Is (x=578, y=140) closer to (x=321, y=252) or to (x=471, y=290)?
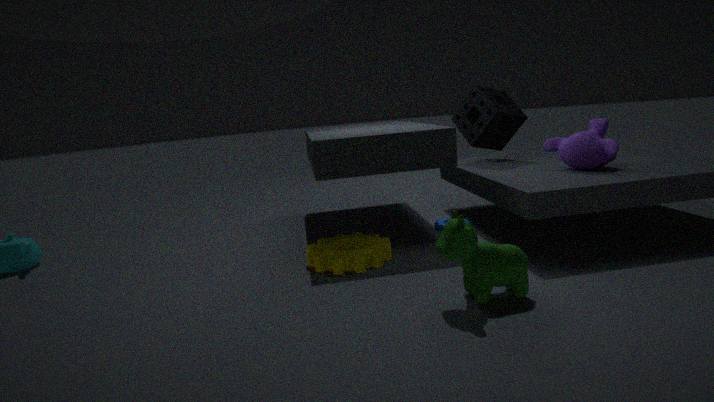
(x=471, y=290)
